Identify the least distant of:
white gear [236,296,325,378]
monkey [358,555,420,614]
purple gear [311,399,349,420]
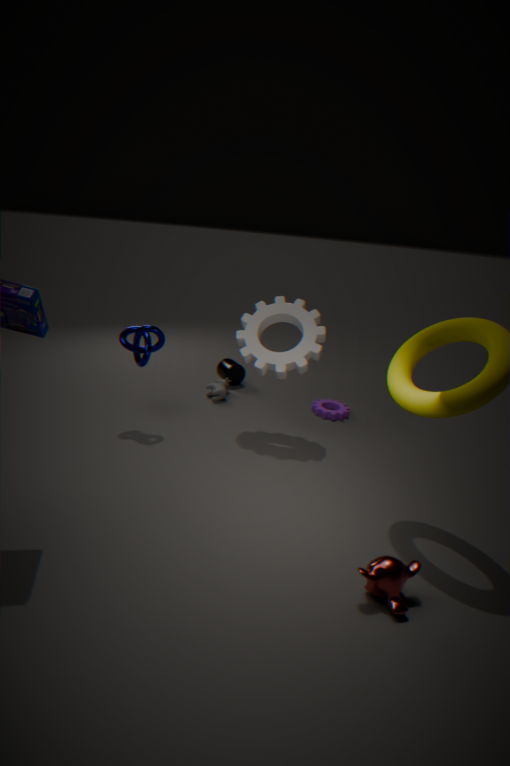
monkey [358,555,420,614]
